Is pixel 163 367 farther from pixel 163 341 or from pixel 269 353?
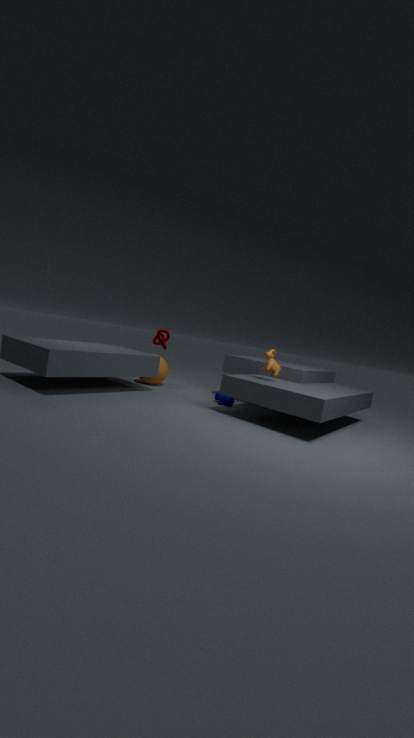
pixel 269 353
